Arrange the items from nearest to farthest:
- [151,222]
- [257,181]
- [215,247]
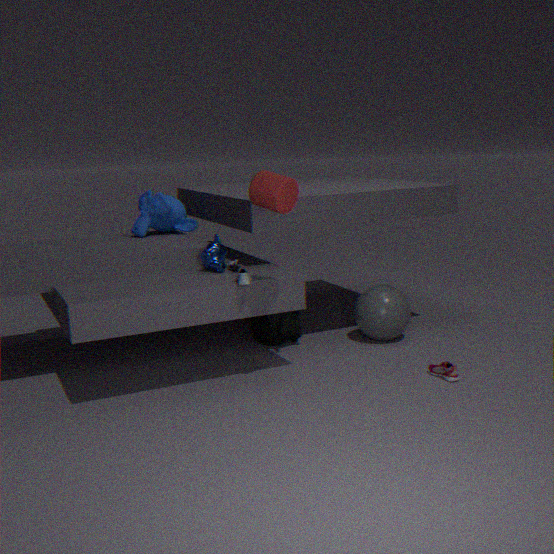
[257,181]
[215,247]
[151,222]
